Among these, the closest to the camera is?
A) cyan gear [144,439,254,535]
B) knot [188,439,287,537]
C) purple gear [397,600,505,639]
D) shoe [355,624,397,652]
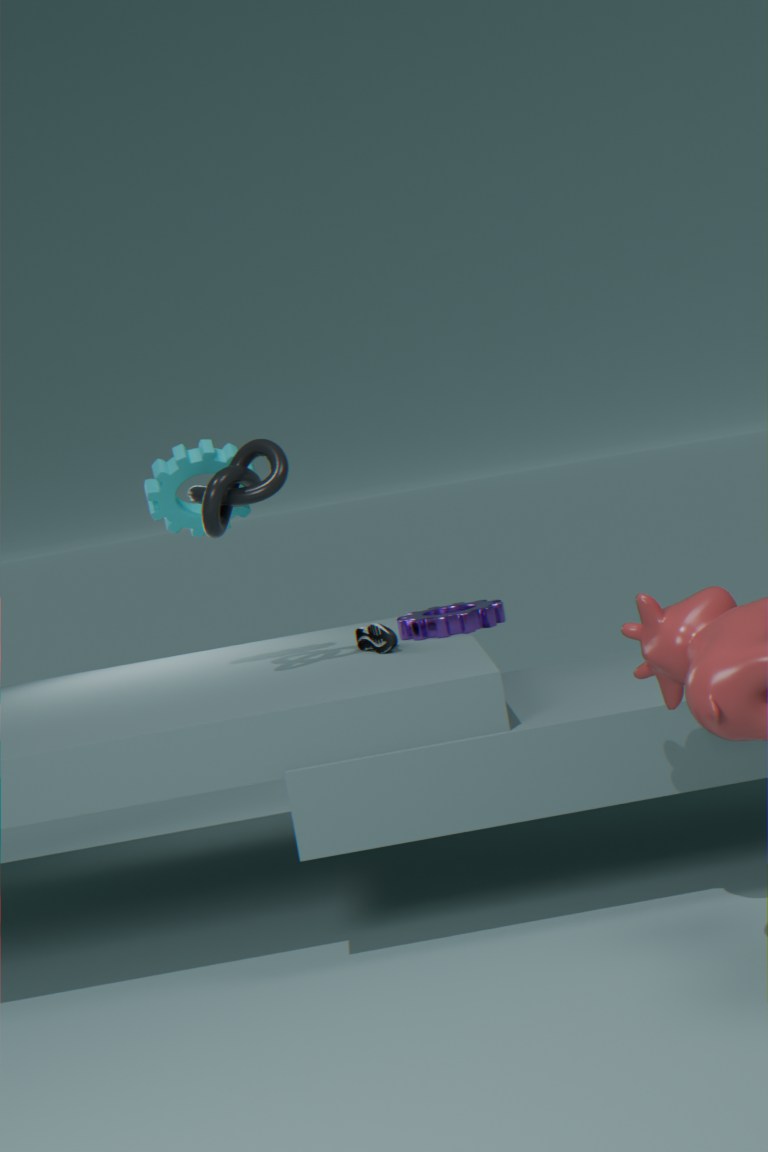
knot [188,439,287,537]
